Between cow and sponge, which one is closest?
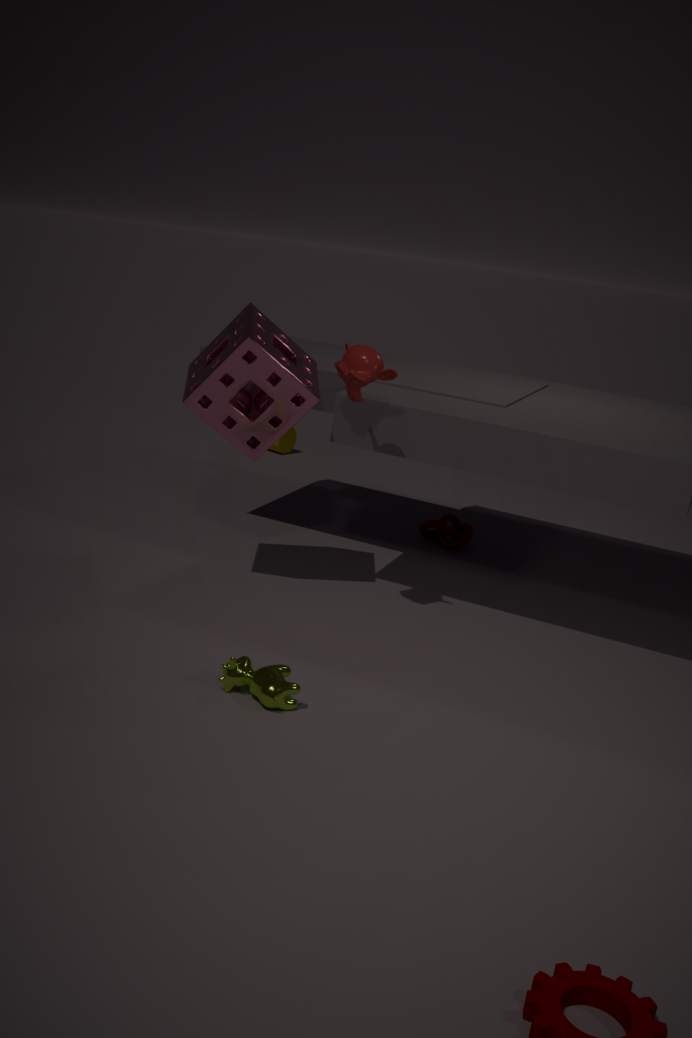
cow
